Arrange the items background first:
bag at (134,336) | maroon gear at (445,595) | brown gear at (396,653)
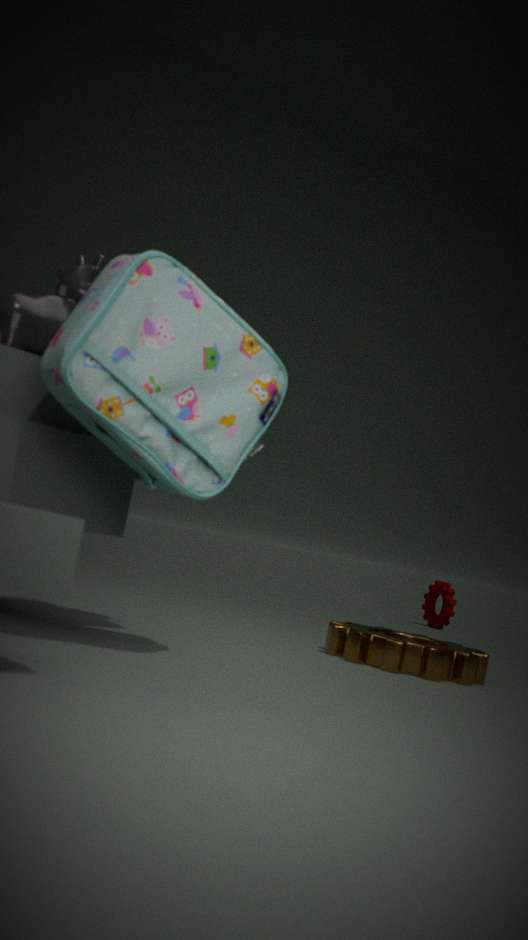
maroon gear at (445,595), brown gear at (396,653), bag at (134,336)
